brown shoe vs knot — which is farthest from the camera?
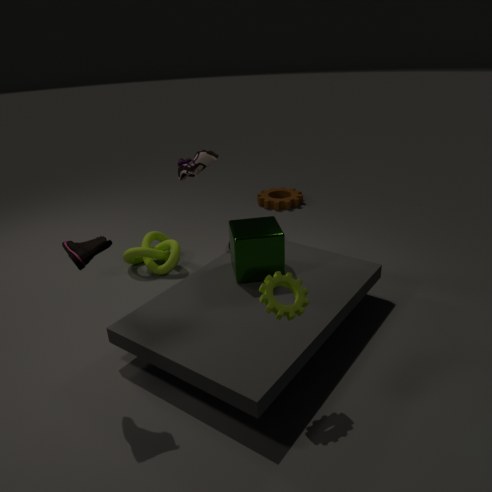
knot
